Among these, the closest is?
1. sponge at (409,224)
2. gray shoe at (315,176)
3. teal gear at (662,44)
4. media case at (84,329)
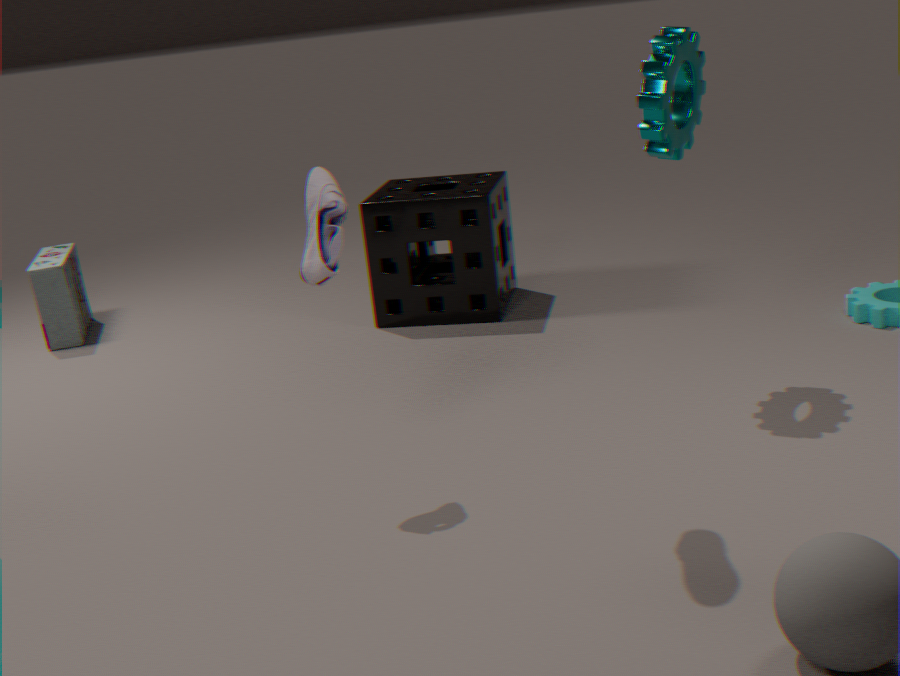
gray shoe at (315,176)
